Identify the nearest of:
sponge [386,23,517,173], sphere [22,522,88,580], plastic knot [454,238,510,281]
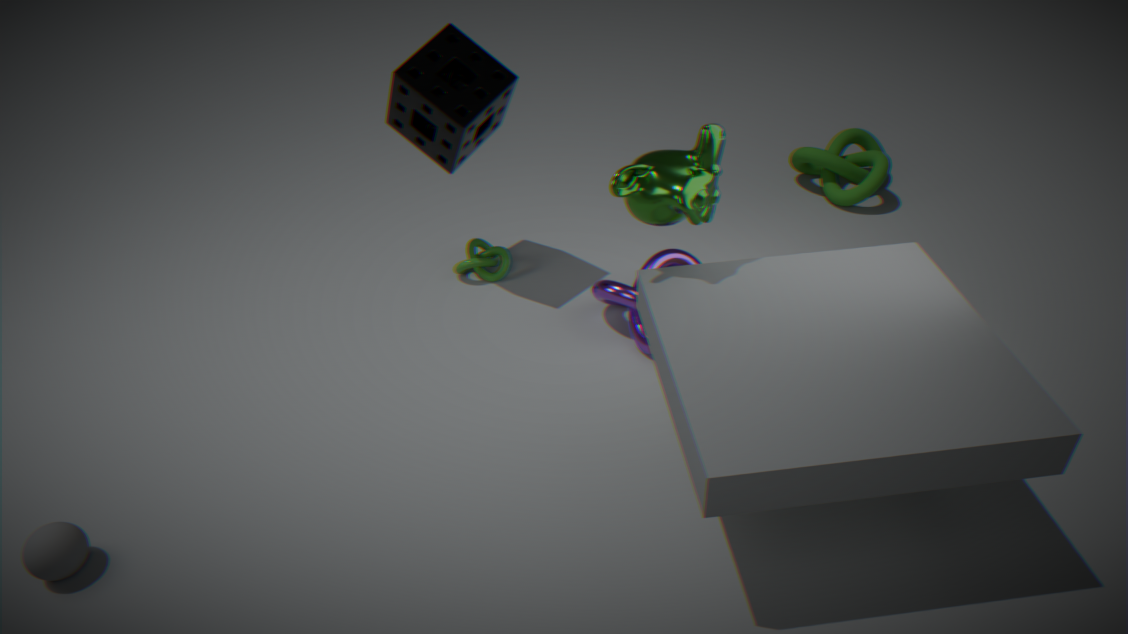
sphere [22,522,88,580]
